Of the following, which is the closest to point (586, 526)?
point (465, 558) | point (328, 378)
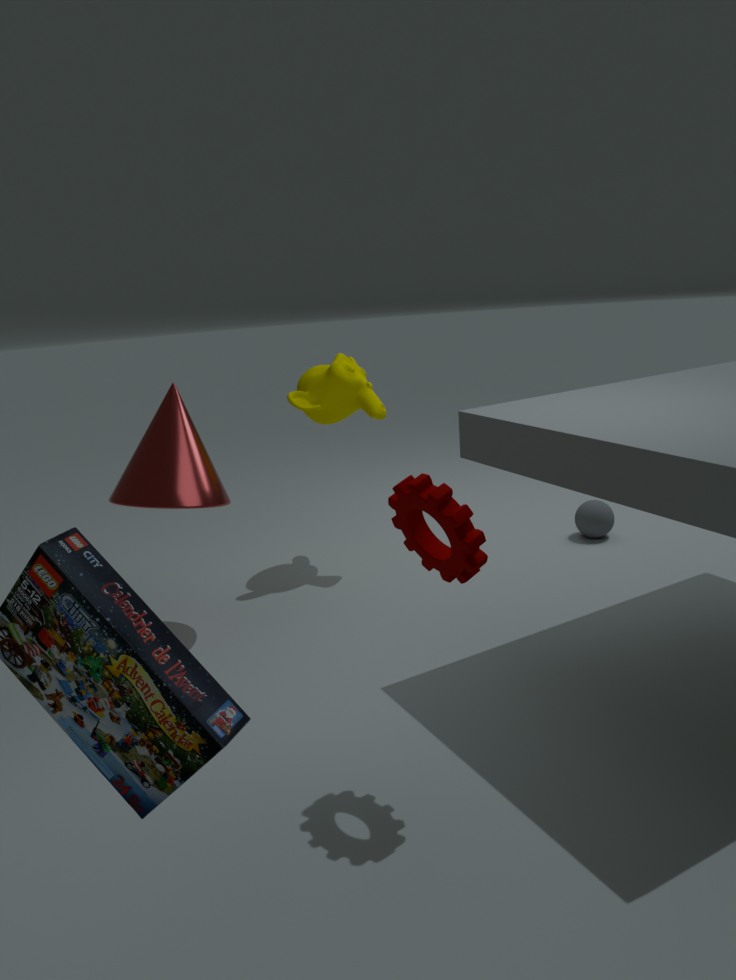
point (328, 378)
